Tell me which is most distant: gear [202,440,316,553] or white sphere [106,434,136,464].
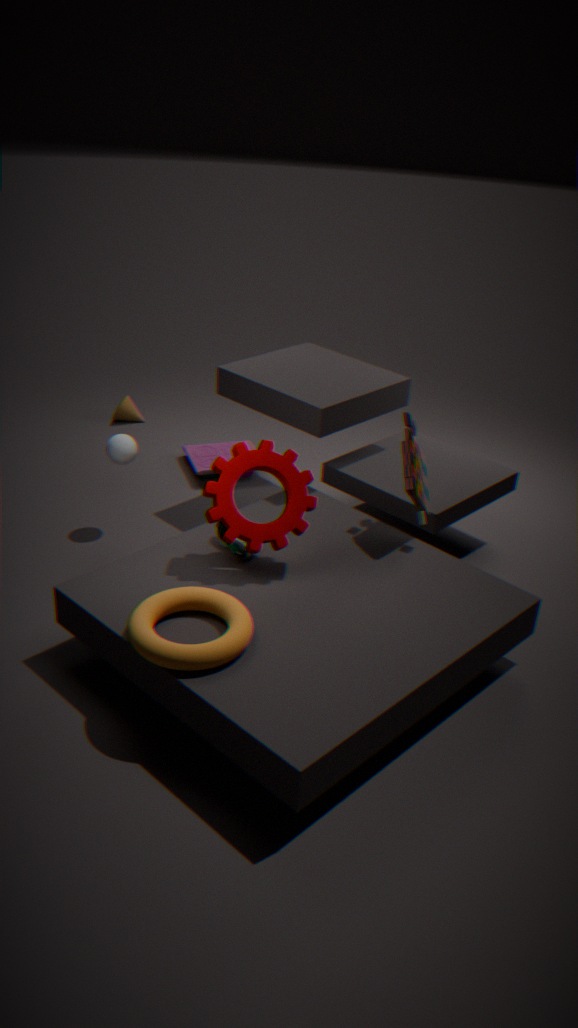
white sphere [106,434,136,464]
